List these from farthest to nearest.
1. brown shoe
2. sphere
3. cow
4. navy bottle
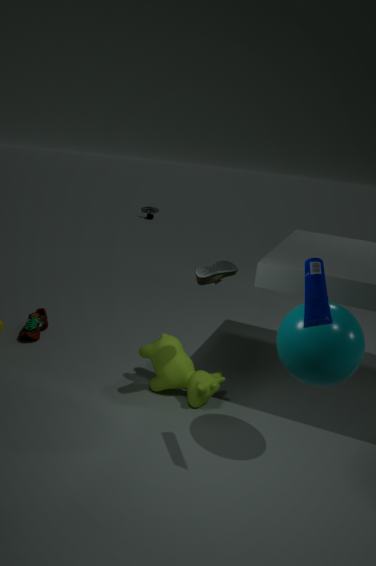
brown shoe, cow, sphere, navy bottle
